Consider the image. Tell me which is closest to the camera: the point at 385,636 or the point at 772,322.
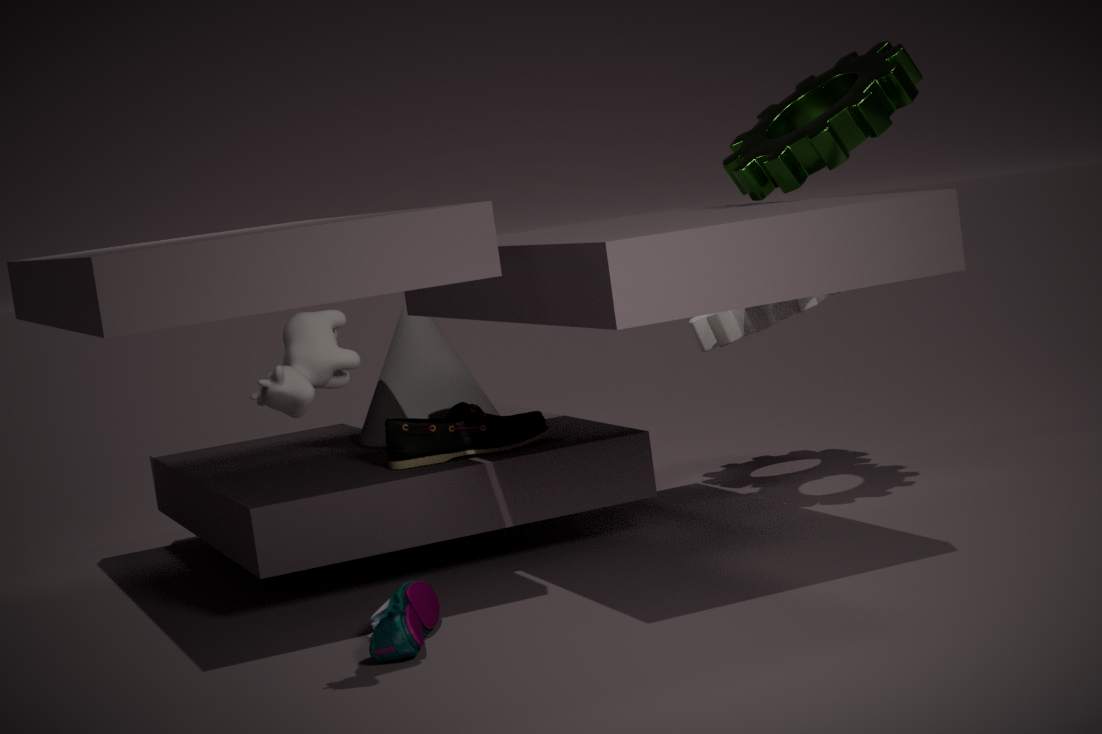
the point at 385,636
